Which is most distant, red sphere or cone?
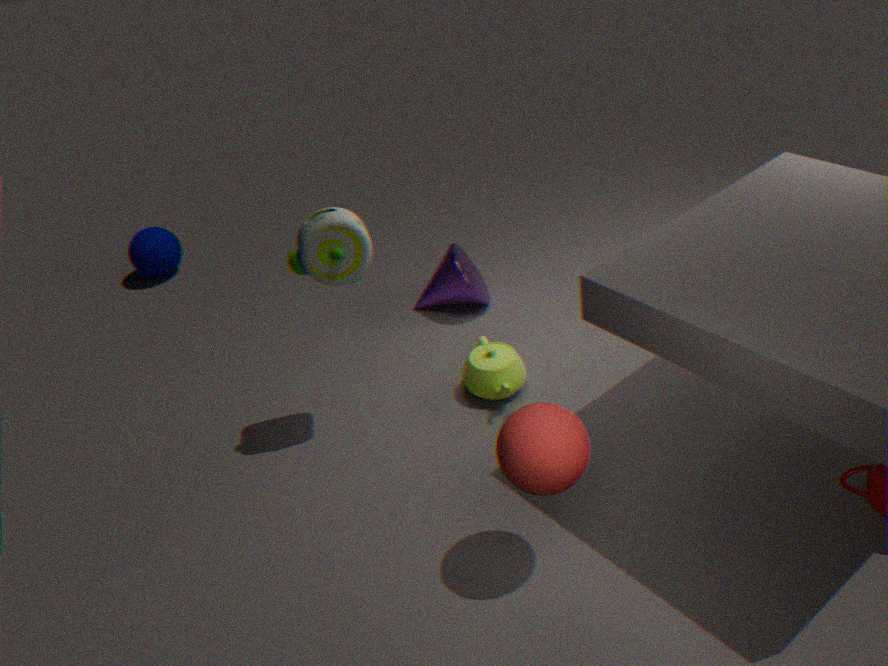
cone
